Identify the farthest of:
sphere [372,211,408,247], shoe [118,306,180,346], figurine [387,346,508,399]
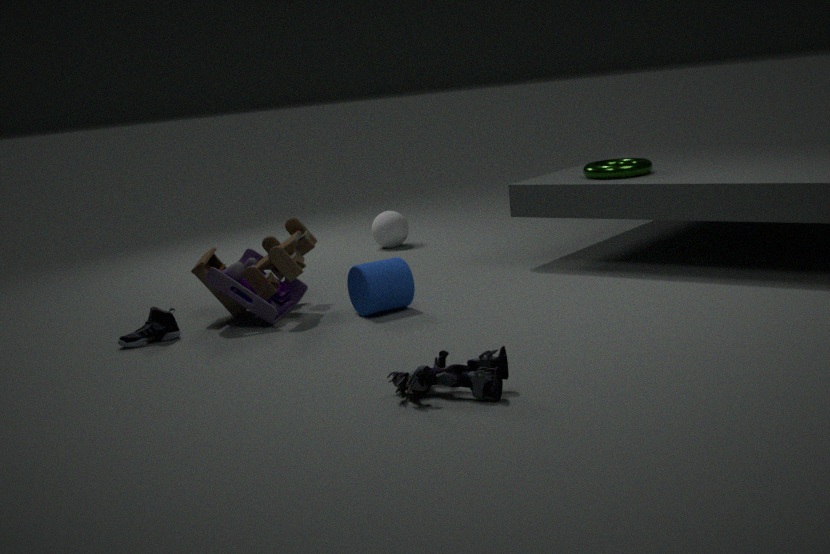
sphere [372,211,408,247]
